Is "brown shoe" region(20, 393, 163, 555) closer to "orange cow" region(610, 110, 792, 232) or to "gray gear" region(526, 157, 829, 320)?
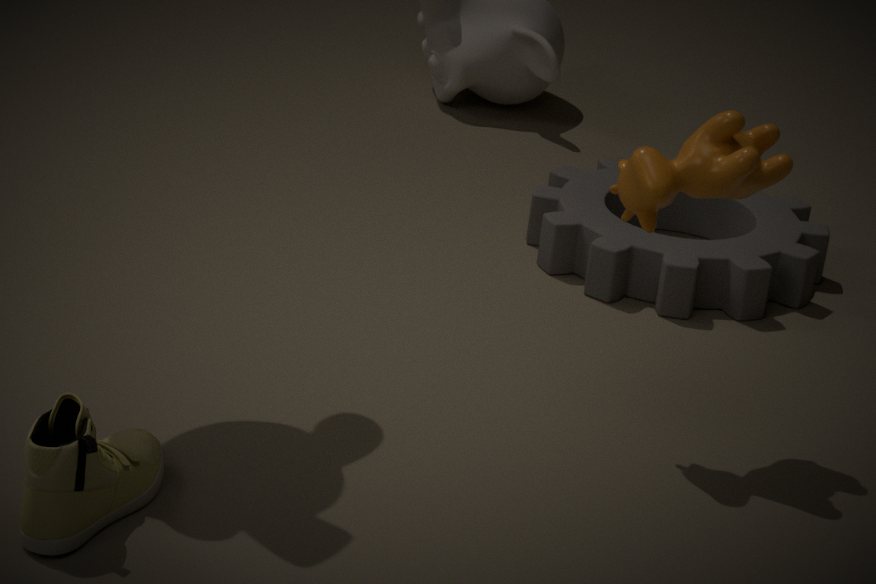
"orange cow" region(610, 110, 792, 232)
